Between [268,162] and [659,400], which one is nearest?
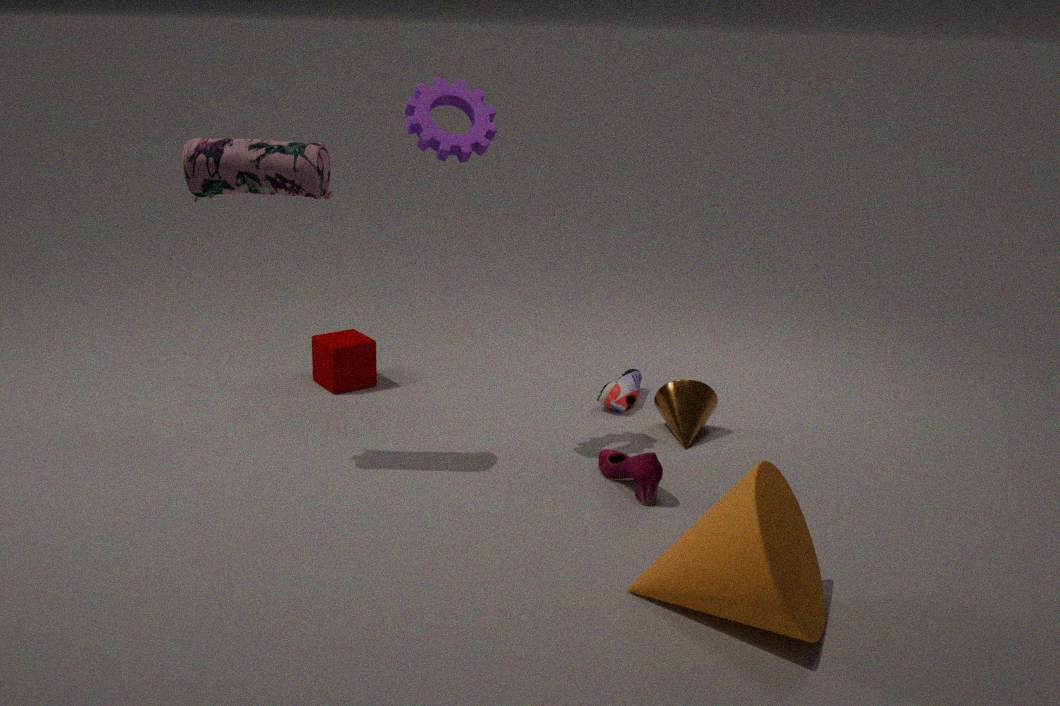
[268,162]
